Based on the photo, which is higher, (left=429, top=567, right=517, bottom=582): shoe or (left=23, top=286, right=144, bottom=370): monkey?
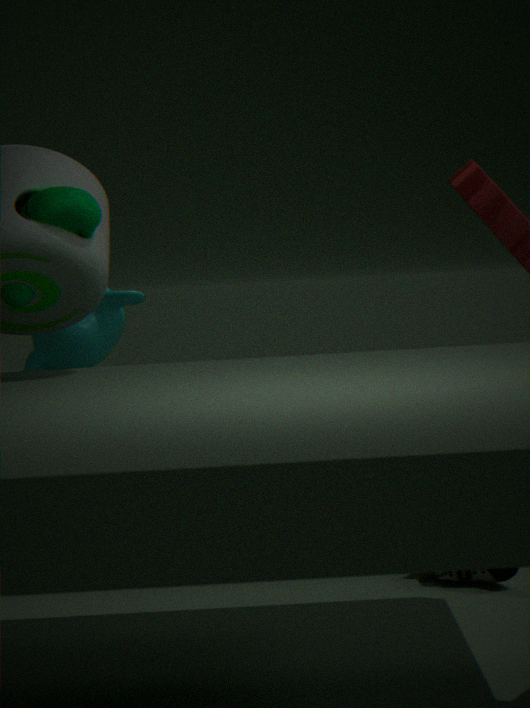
(left=23, top=286, right=144, bottom=370): monkey
